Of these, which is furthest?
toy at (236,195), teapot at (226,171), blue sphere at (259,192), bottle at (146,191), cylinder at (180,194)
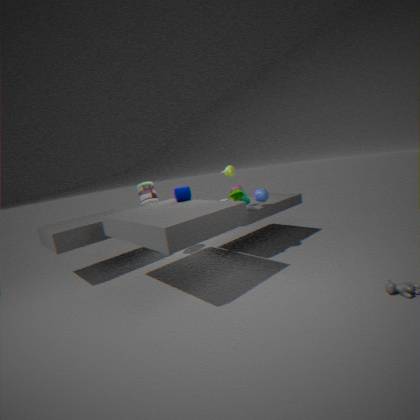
bottle at (146,191)
